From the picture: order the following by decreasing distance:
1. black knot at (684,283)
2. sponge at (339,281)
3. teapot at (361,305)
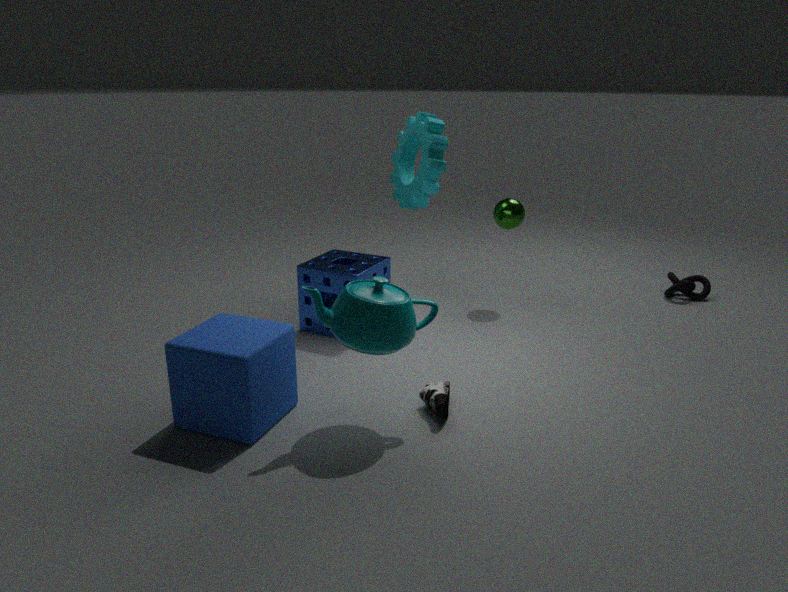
black knot at (684,283)
sponge at (339,281)
teapot at (361,305)
